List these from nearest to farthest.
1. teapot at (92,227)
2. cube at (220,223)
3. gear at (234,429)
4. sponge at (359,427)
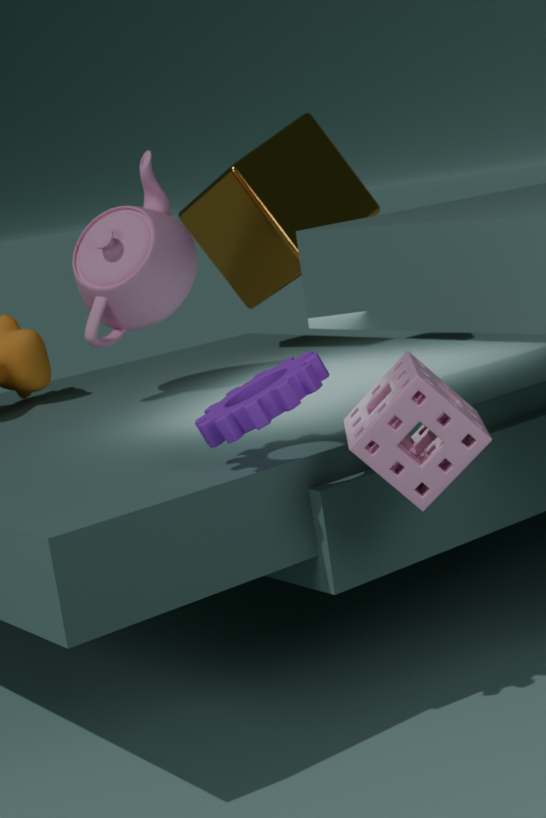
1. sponge at (359,427)
2. gear at (234,429)
3. teapot at (92,227)
4. cube at (220,223)
